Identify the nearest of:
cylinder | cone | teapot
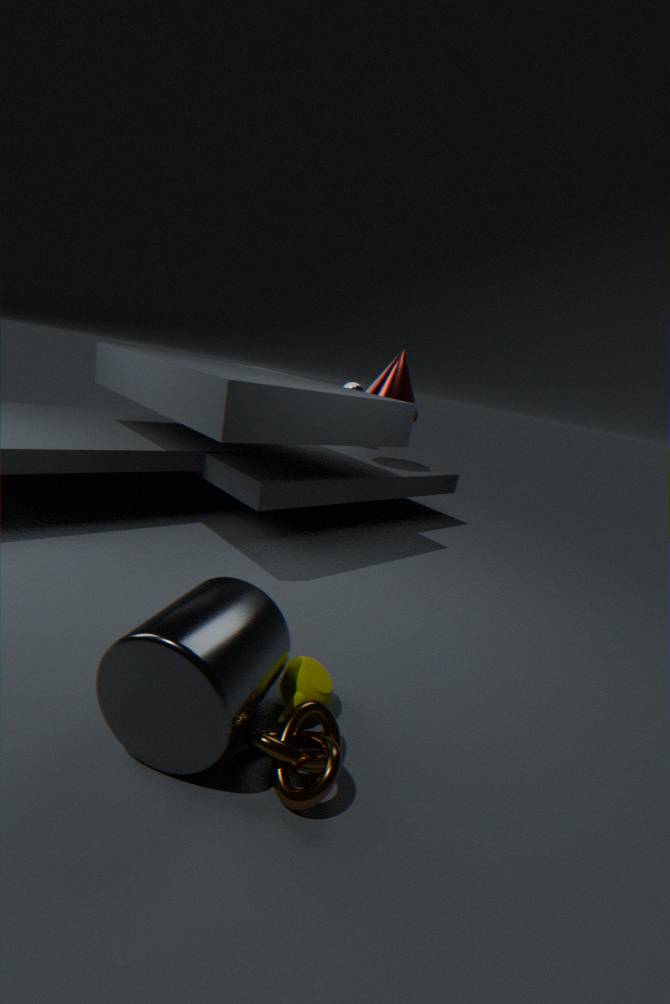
cylinder
